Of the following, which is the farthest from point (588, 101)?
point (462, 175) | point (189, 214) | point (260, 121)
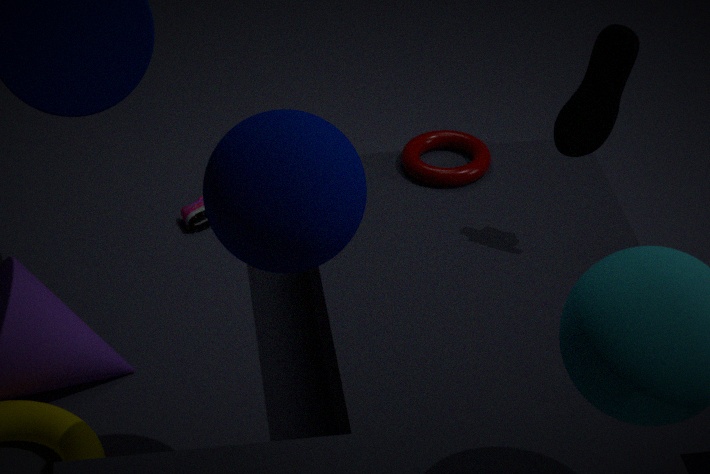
point (189, 214)
